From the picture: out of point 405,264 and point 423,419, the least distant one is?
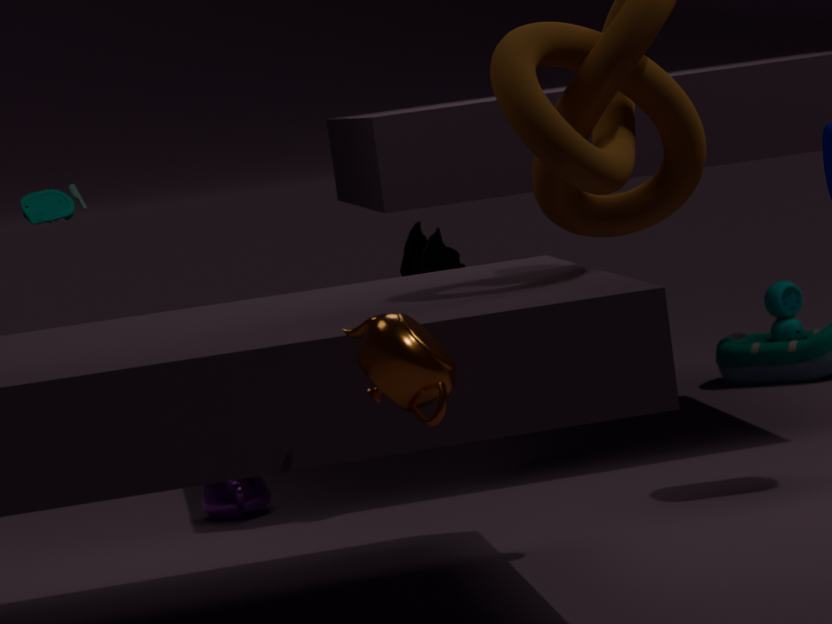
point 423,419
